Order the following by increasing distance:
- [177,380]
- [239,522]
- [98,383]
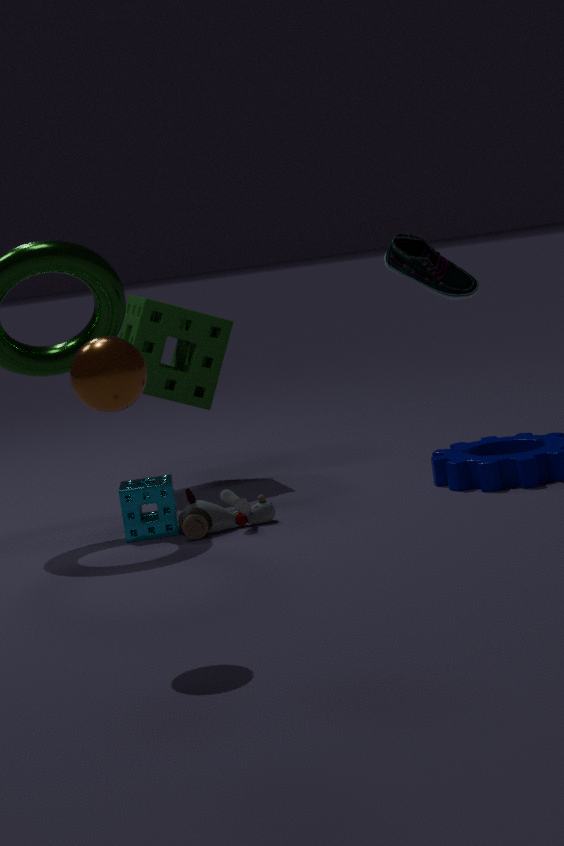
[98,383], [239,522], [177,380]
